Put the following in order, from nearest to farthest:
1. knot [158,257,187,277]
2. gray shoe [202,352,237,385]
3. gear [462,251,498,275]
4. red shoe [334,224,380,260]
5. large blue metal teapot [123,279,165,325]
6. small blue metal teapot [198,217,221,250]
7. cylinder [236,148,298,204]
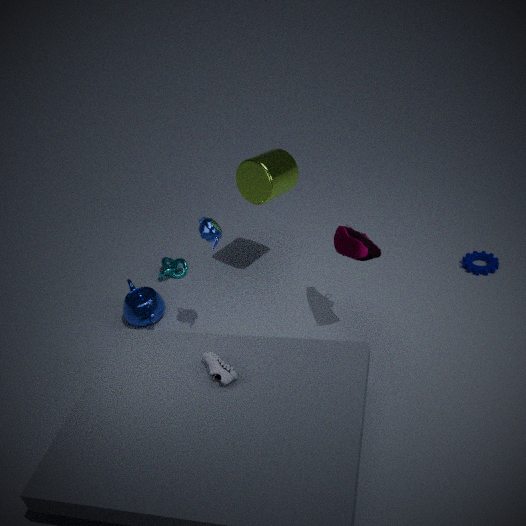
1. gray shoe [202,352,237,385]
2. red shoe [334,224,380,260]
3. small blue metal teapot [198,217,221,250]
4. cylinder [236,148,298,204]
5. large blue metal teapot [123,279,165,325]
6. gear [462,251,498,275]
7. knot [158,257,187,277]
